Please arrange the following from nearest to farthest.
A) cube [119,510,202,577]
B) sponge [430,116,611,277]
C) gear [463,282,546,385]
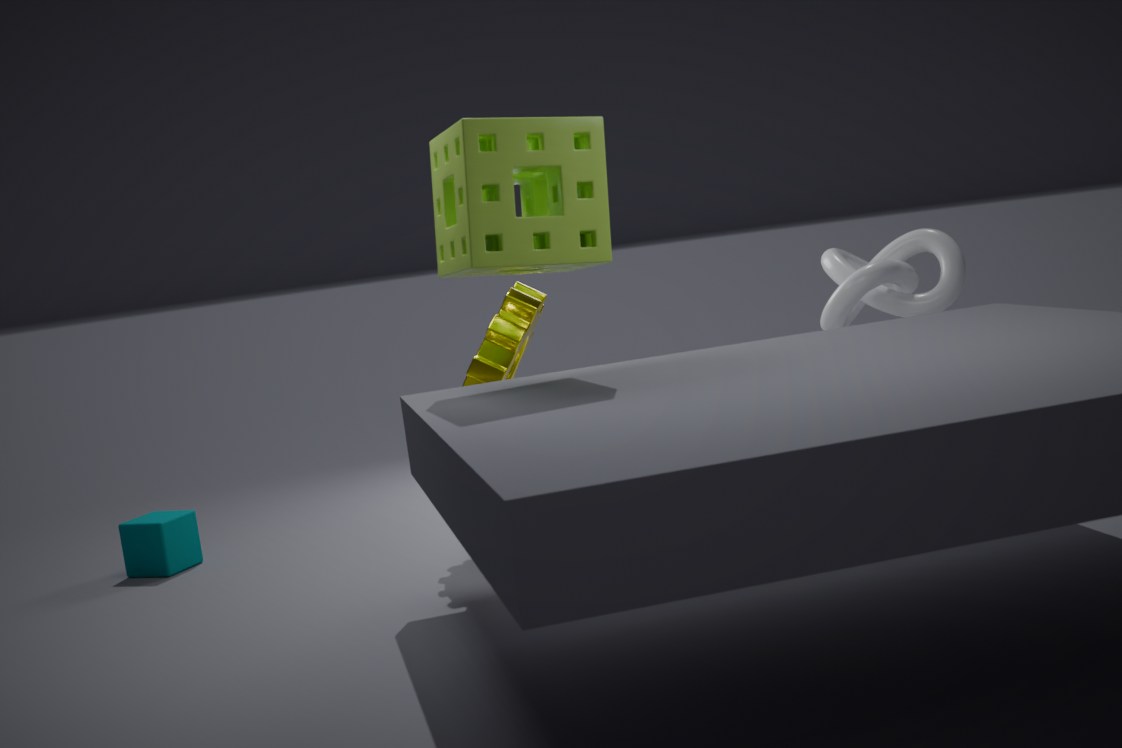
sponge [430,116,611,277] → gear [463,282,546,385] → cube [119,510,202,577]
